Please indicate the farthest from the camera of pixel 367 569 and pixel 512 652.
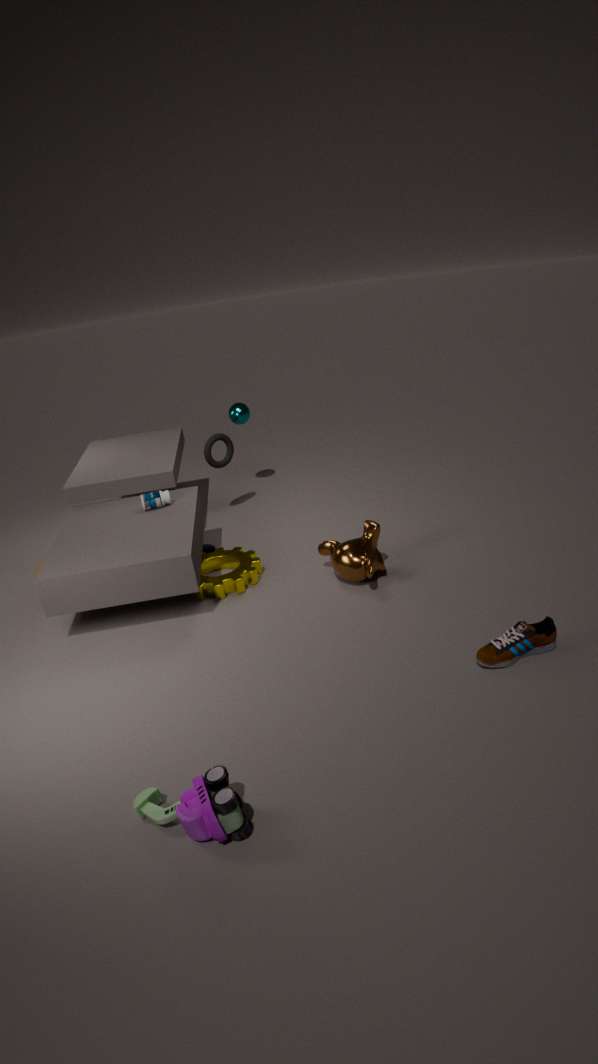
pixel 367 569
